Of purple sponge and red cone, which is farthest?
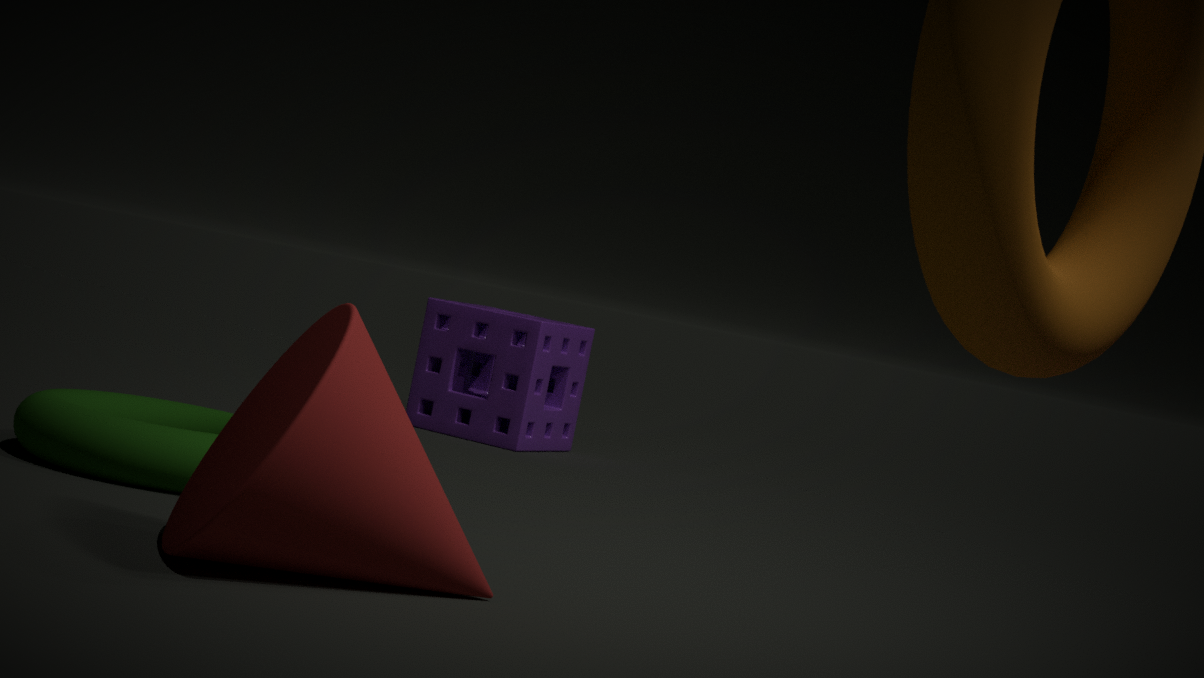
purple sponge
